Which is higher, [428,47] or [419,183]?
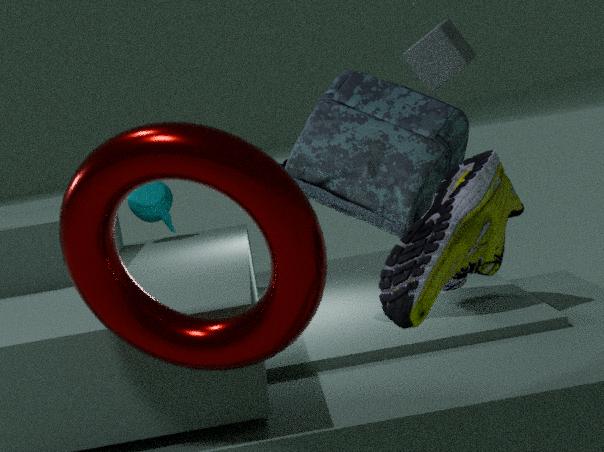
[428,47]
